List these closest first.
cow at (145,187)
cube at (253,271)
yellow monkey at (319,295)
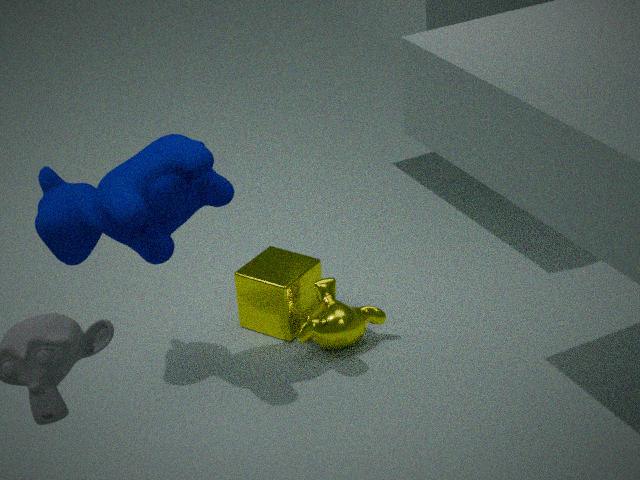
cow at (145,187) → yellow monkey at (319,295) → cube at (253,271)
